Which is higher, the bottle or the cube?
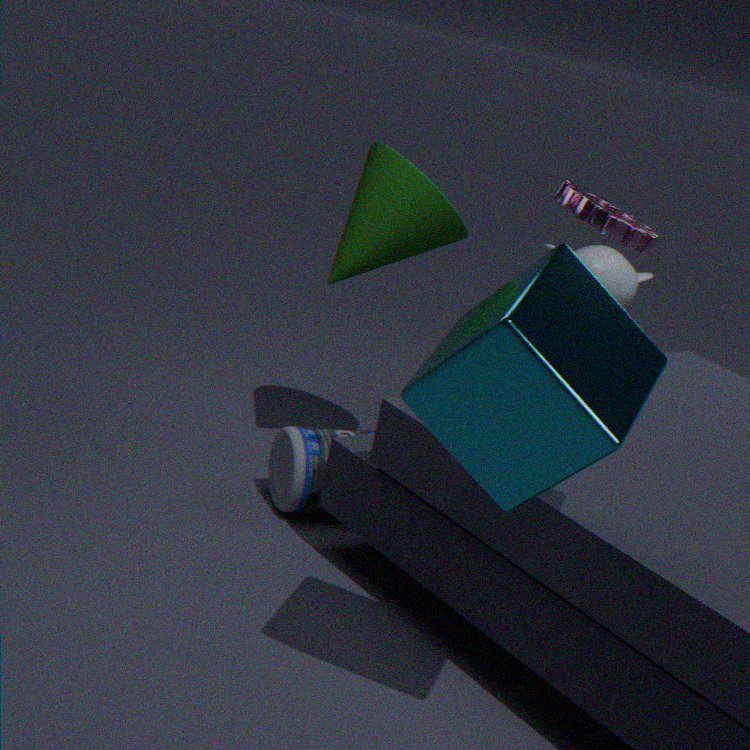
the cube
